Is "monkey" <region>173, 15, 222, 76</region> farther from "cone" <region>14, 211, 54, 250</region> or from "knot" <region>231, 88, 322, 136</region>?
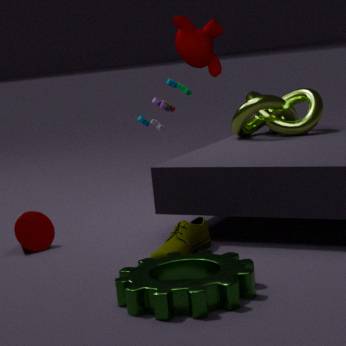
"cone" <region>14, 211, 54, 250</region>
